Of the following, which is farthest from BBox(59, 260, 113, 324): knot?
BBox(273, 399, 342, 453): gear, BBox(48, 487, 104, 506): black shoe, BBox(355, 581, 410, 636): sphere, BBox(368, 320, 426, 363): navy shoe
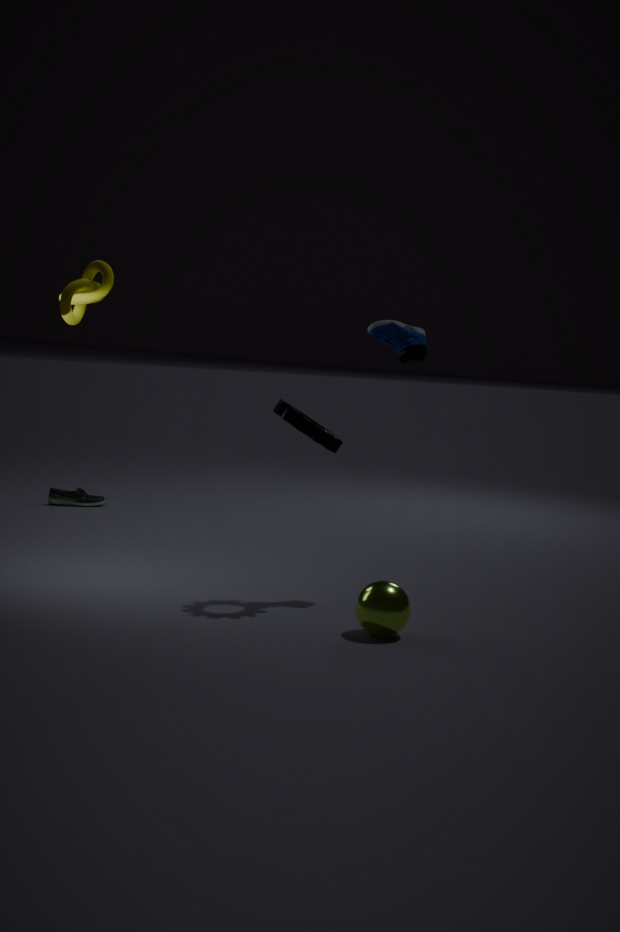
BBox(48, 487, 104, 506): black shoe
